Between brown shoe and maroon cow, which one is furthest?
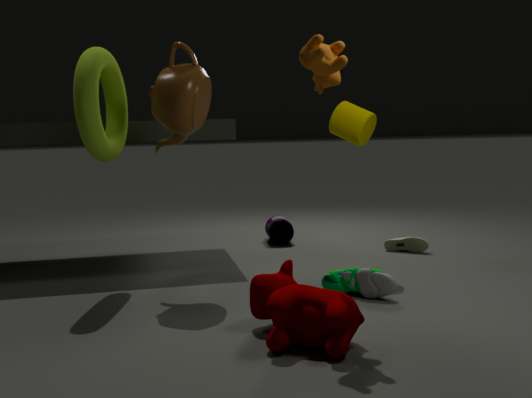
brown shoe
